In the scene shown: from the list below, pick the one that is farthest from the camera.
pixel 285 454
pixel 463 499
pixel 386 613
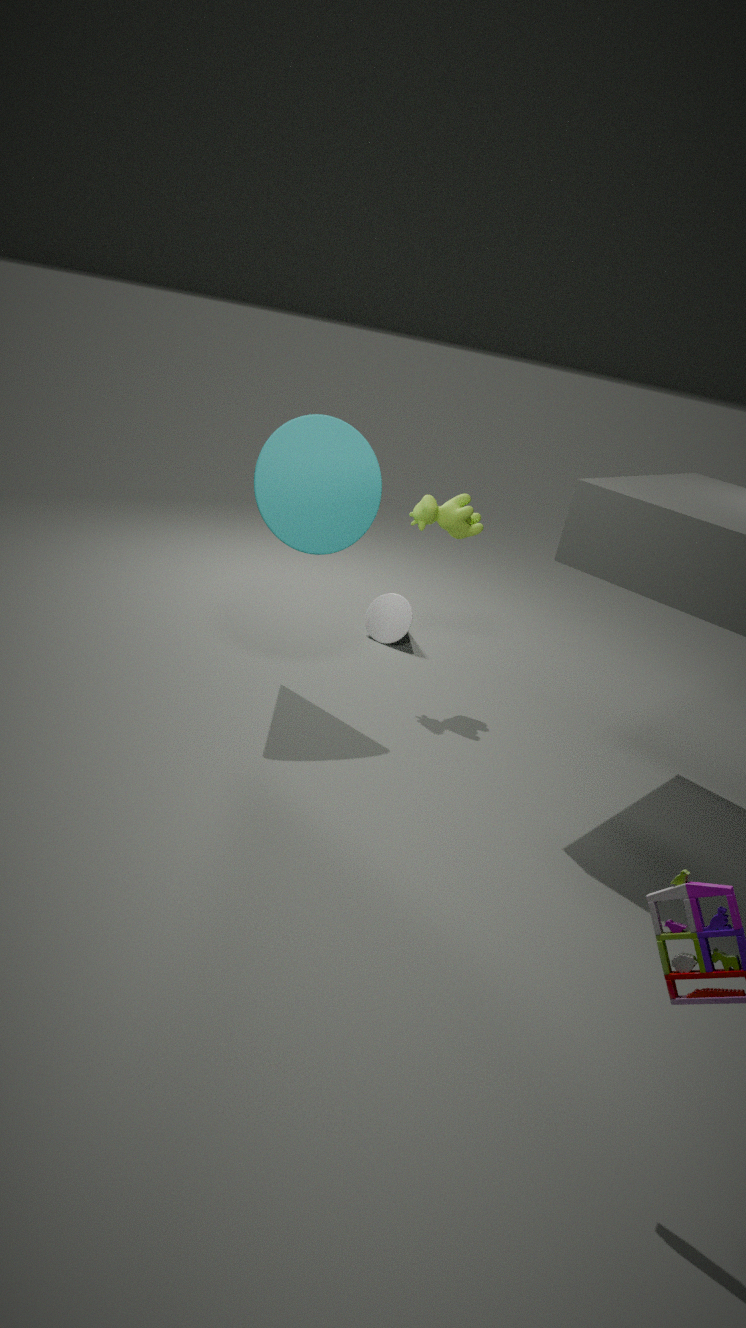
pixel 386 613
